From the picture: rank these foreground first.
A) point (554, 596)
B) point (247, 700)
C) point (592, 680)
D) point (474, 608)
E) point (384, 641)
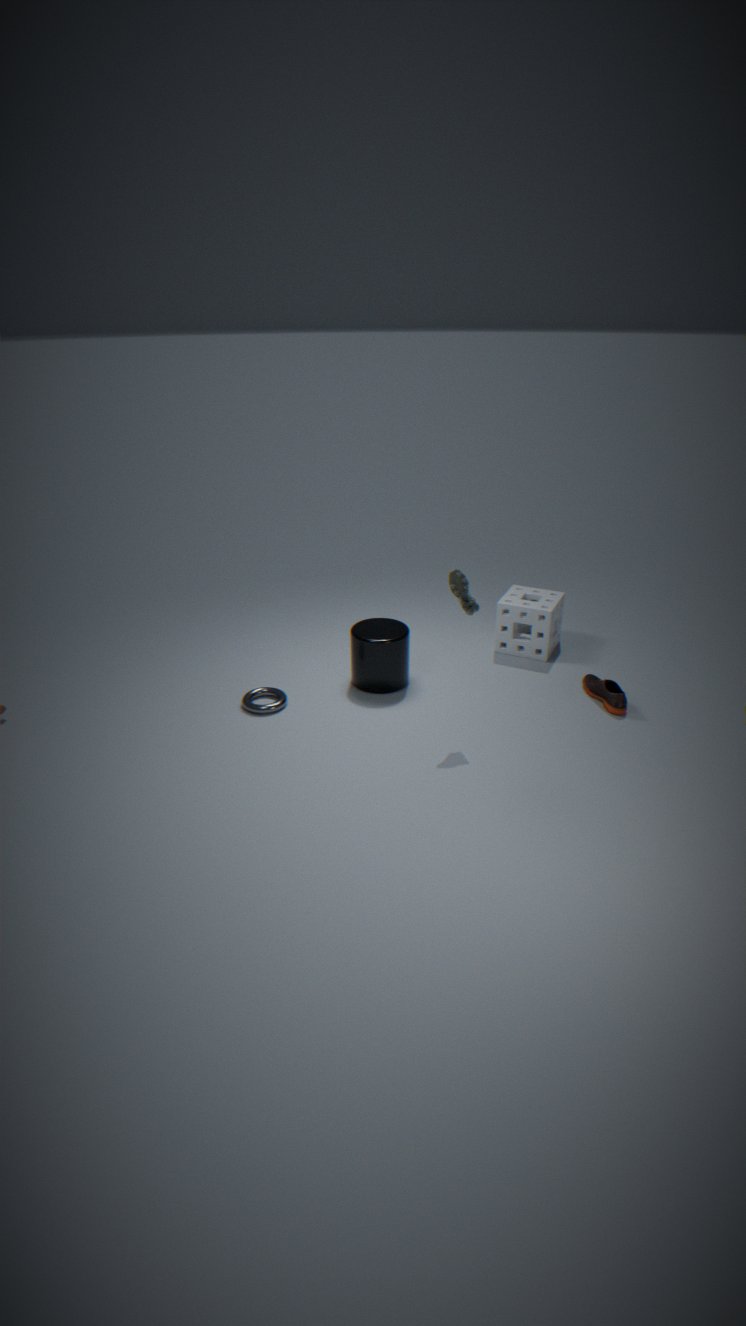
point (474, 608)
point (247, 700)
point (384, 641)
point (592, 680)
point (554, 596)
